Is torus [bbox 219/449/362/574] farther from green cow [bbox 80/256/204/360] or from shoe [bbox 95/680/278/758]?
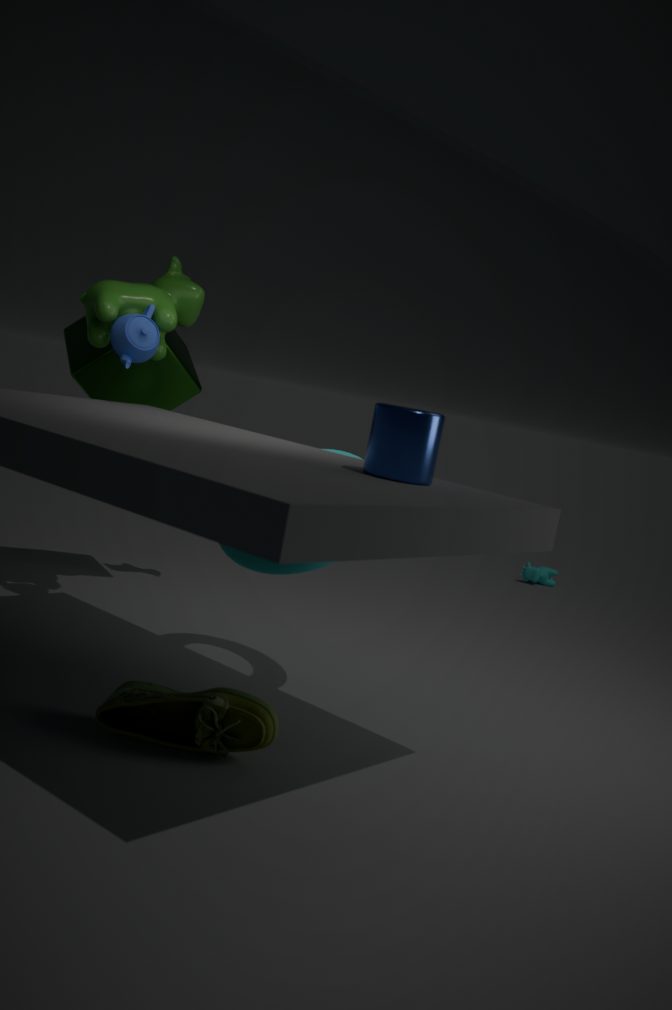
green cow [bbox 80/256/204/360]
